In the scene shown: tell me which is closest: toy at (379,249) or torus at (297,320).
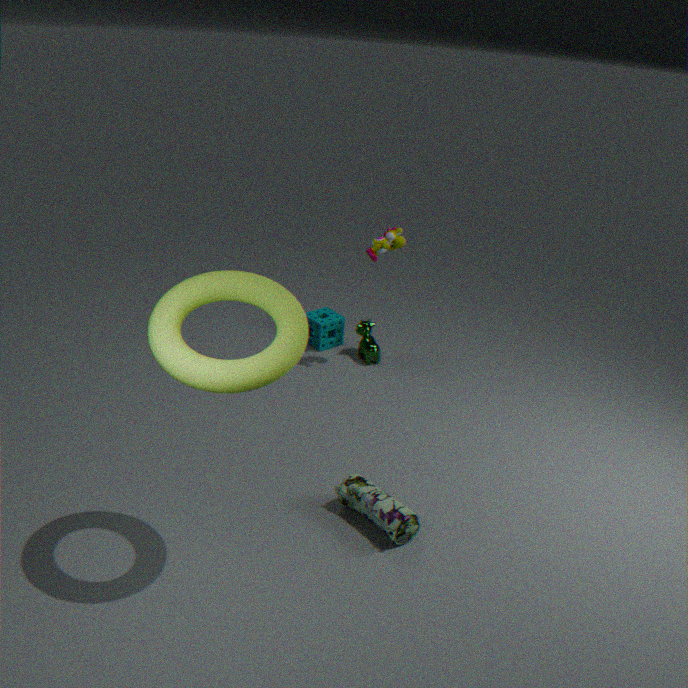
torus at (297,320)
